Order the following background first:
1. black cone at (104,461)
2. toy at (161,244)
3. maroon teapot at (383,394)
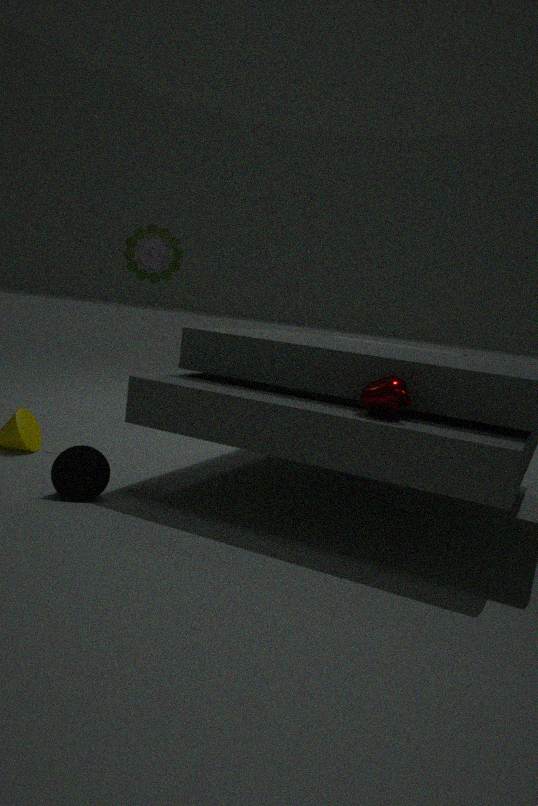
1. toy at (161,244)
2. black cone at (104,461)
3. maroon teapot at (383,394)
